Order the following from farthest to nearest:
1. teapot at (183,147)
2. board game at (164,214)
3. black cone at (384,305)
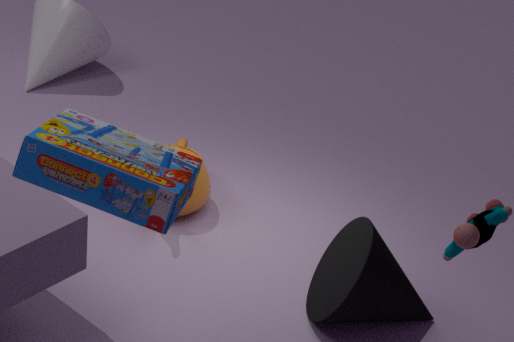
teapot at (183,147) < black cone at (384,305) < board game at (164,214)
